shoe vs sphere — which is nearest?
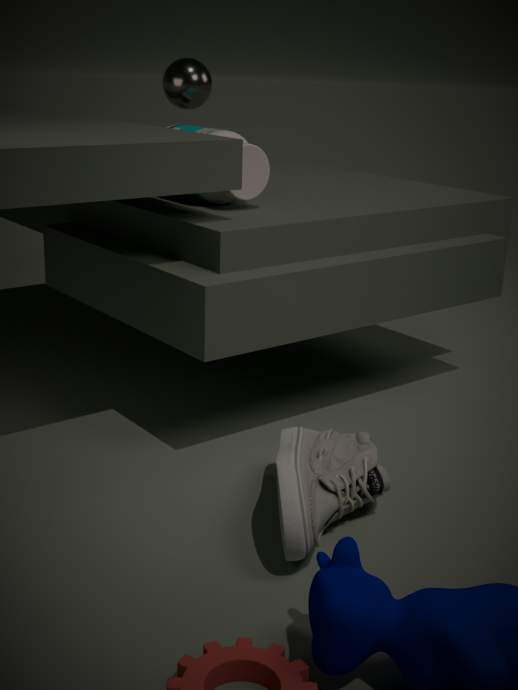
shoe
